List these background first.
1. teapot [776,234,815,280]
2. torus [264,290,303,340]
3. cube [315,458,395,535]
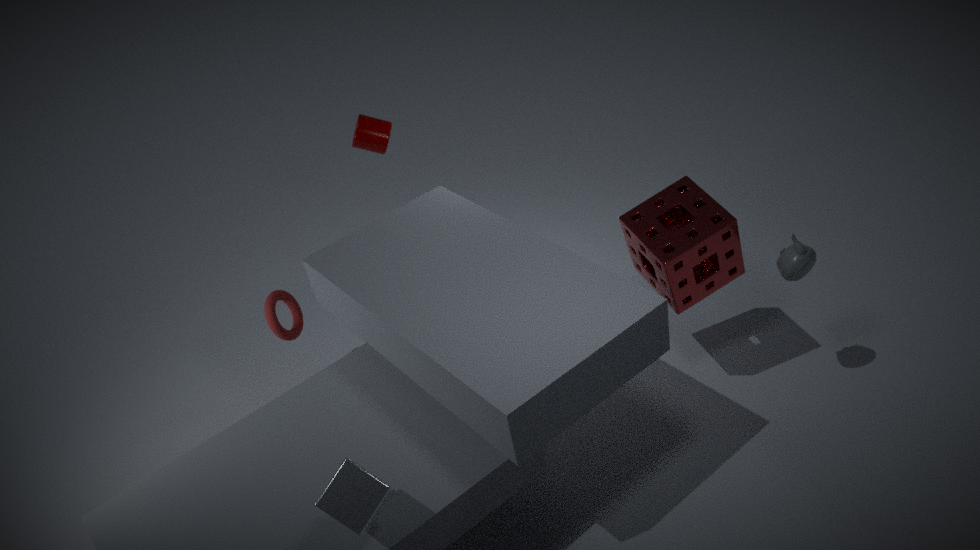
torus [264,290,303,340], teapot [776,234,815,280], cube [315,458,395,535]
